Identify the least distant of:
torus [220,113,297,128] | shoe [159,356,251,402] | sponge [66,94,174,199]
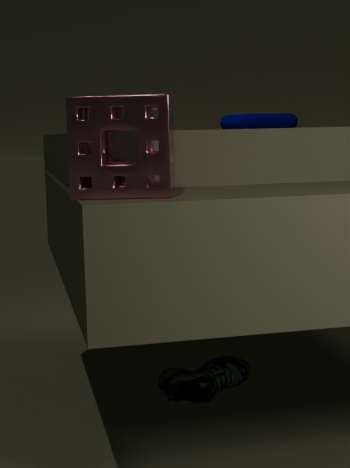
sponge [66,94,174,199]
